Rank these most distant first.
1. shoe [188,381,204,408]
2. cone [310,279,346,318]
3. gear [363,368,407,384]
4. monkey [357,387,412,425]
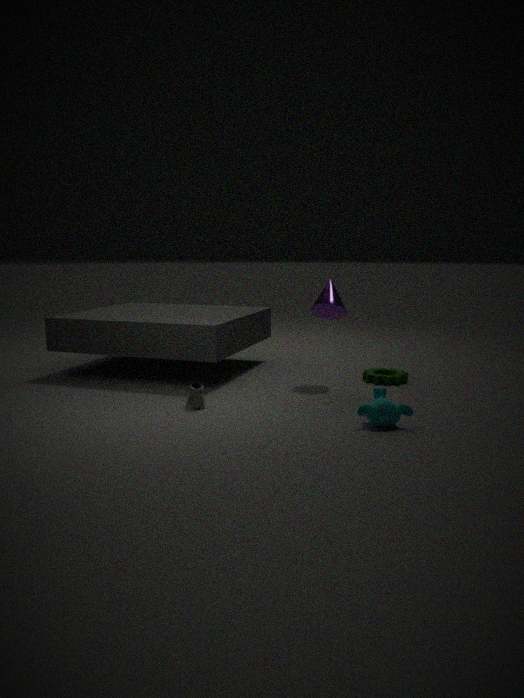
gear [363,368,407,384], cone [310,279,346,318], shoe [188,381,204,408], monkey [357,387,412,425]
